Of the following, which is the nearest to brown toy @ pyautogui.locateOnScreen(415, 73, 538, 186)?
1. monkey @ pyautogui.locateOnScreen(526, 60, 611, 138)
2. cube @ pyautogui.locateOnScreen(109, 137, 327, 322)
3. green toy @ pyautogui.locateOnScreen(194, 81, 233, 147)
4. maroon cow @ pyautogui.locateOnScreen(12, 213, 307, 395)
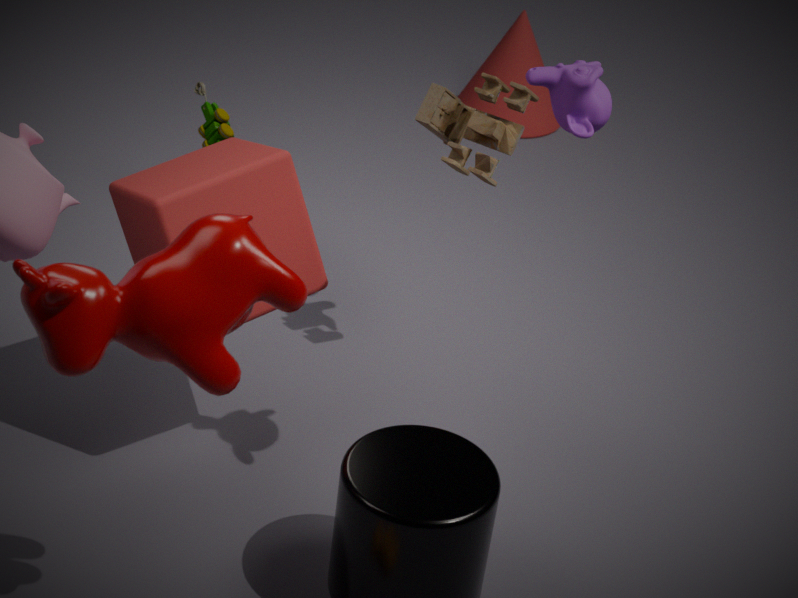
cube @ pyautogui.locateOnScreen(109, 137, 327, 322)
